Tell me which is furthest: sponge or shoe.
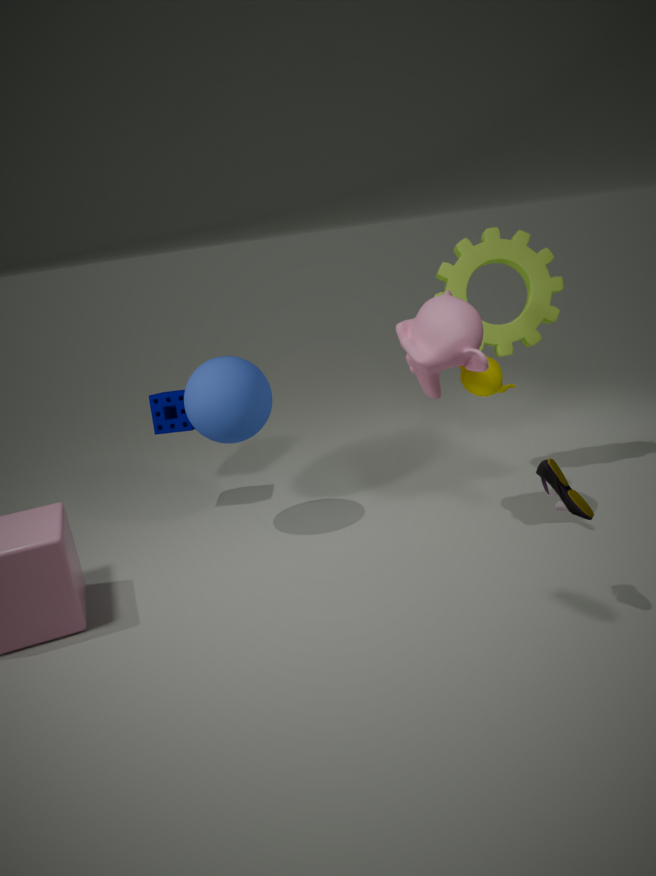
sponge
